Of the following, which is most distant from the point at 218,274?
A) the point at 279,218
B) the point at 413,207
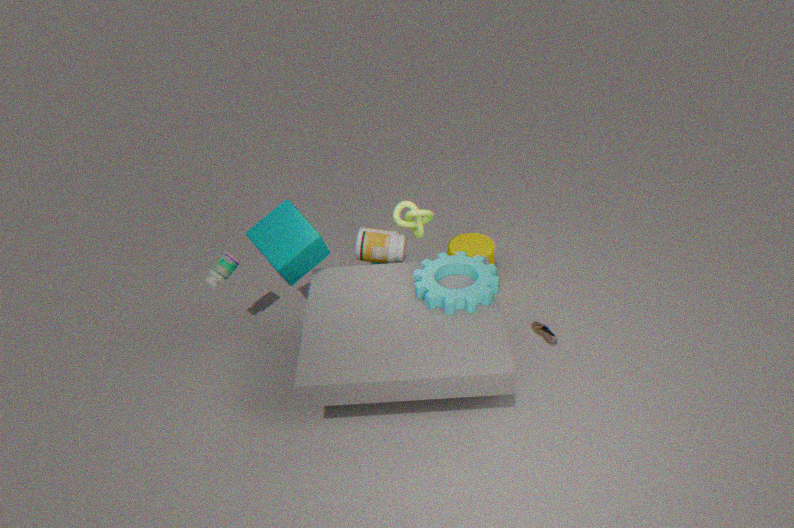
the point at 413,207
